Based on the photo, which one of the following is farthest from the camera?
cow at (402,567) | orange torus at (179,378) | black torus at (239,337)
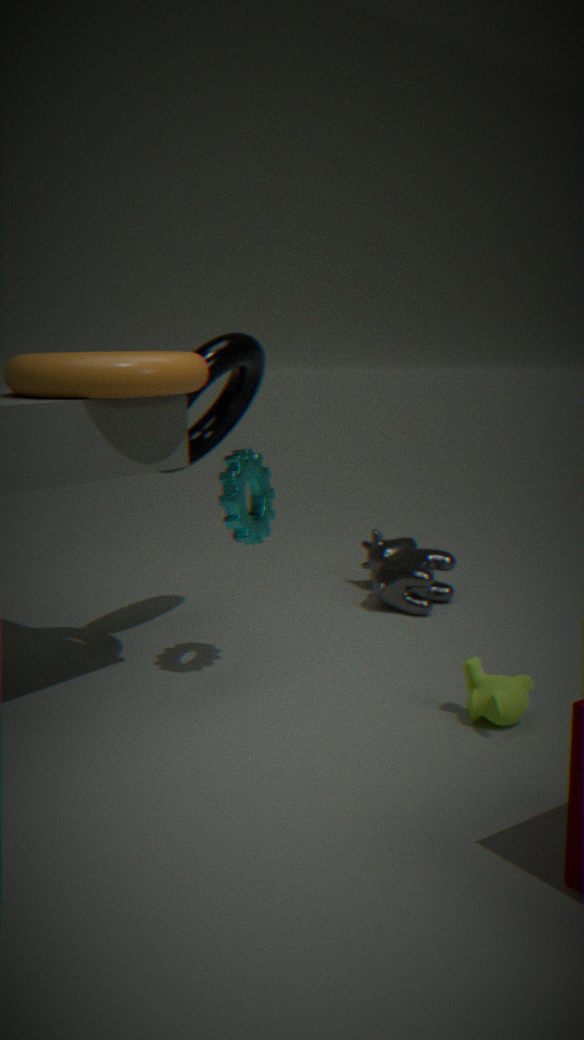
cow at (402,567)
